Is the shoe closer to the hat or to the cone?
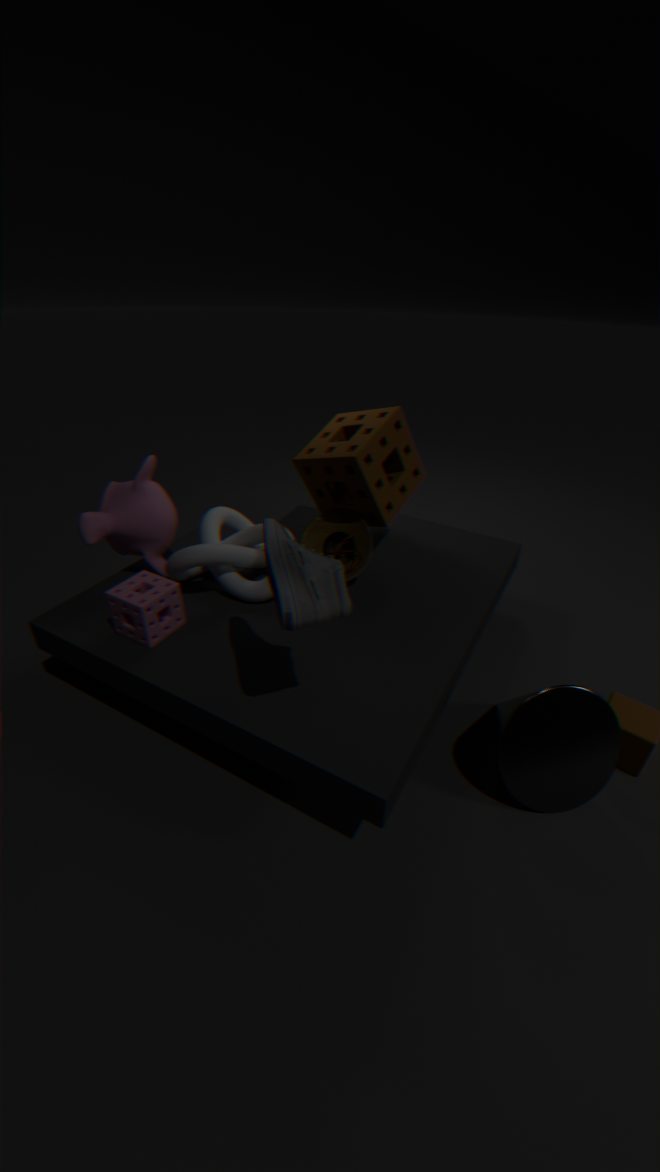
the hat
